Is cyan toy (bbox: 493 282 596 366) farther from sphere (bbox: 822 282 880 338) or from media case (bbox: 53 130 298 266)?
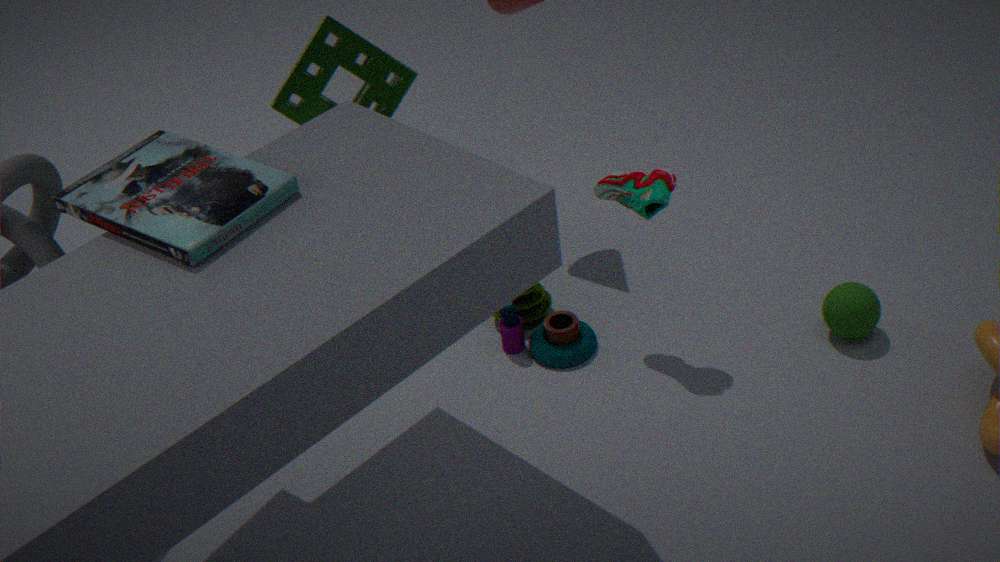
media case (bbox: 53 130 298 266)
